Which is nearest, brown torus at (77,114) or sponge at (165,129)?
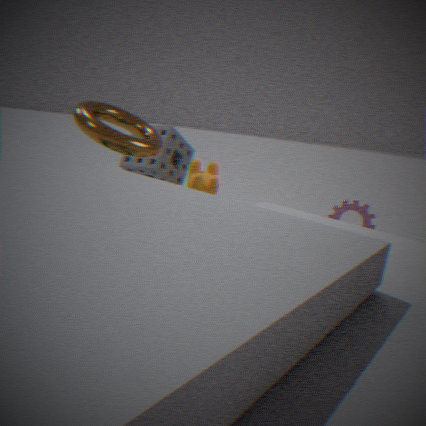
brown torus at (77,114)
